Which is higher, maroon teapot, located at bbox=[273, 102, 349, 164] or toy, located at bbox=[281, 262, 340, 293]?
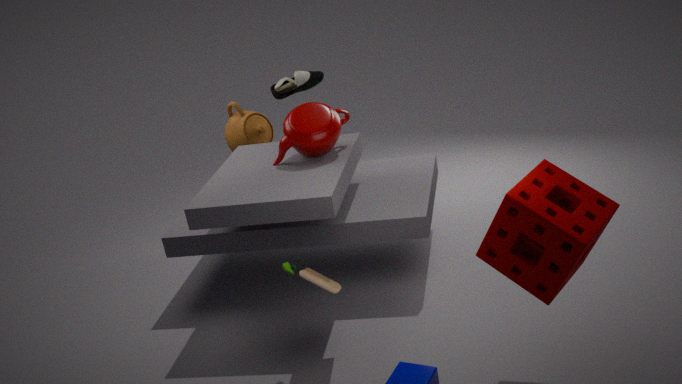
maroon teapot, located at bbox=[273, 102, 349, 164]
